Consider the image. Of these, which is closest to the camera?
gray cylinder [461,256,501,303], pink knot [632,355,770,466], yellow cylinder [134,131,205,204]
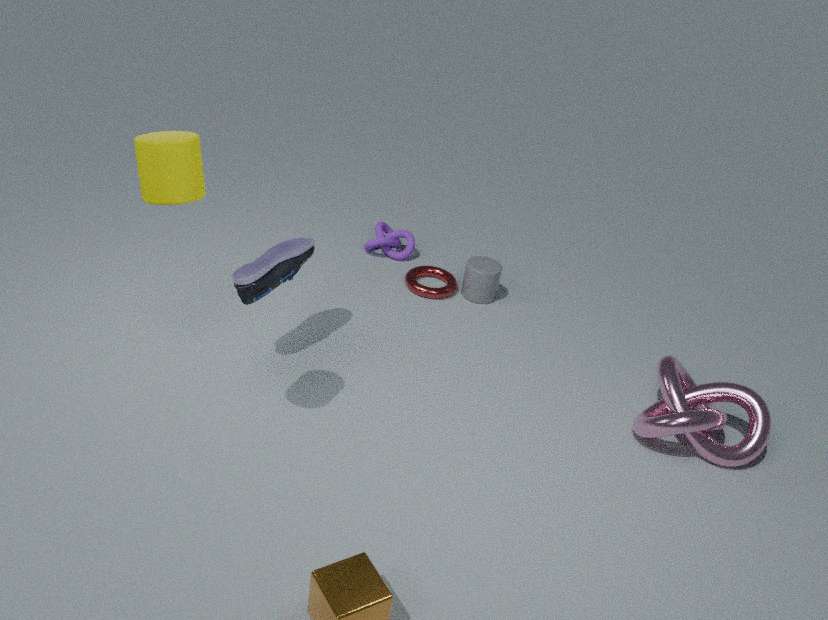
yellow cylinder [134,131,205,204]
